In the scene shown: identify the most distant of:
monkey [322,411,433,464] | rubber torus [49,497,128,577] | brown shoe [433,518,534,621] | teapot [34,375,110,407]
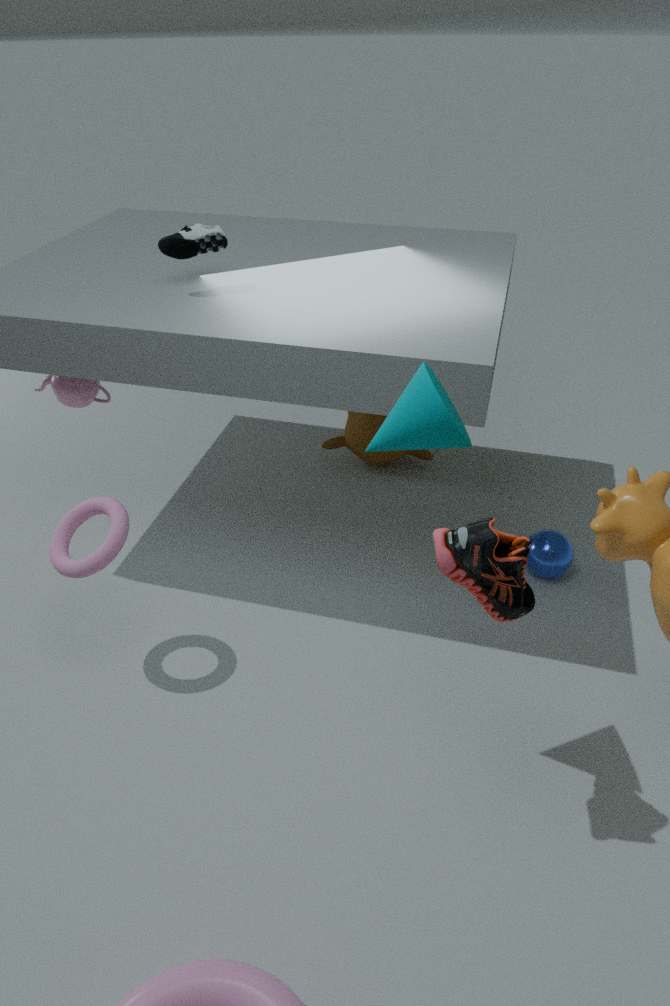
monkey [322,411,433,464]
